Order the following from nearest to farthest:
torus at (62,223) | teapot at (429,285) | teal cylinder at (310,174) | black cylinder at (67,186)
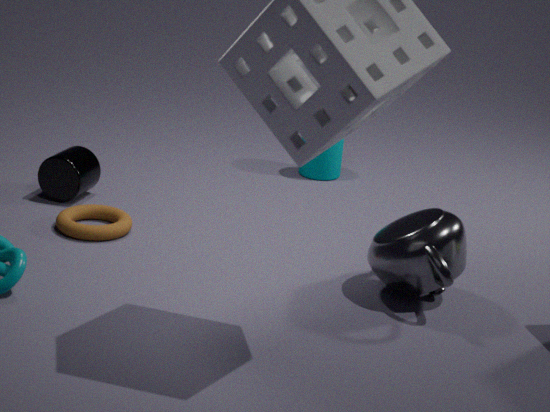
teapot at (429,285) < torus at (62,223) < black cylinder at (67,186) < teal cylinder at (310,174)
